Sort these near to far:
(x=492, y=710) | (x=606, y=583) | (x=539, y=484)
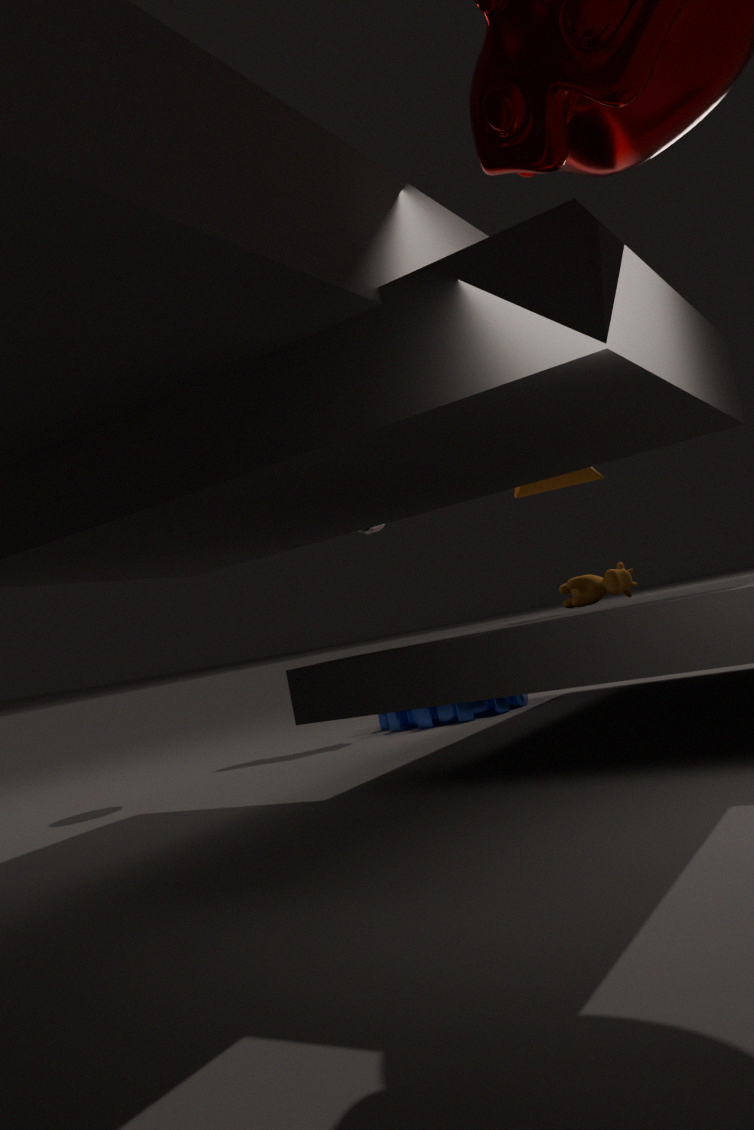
(x=539, y=484)
(x=606, y=583)
(x=492, y=710)
